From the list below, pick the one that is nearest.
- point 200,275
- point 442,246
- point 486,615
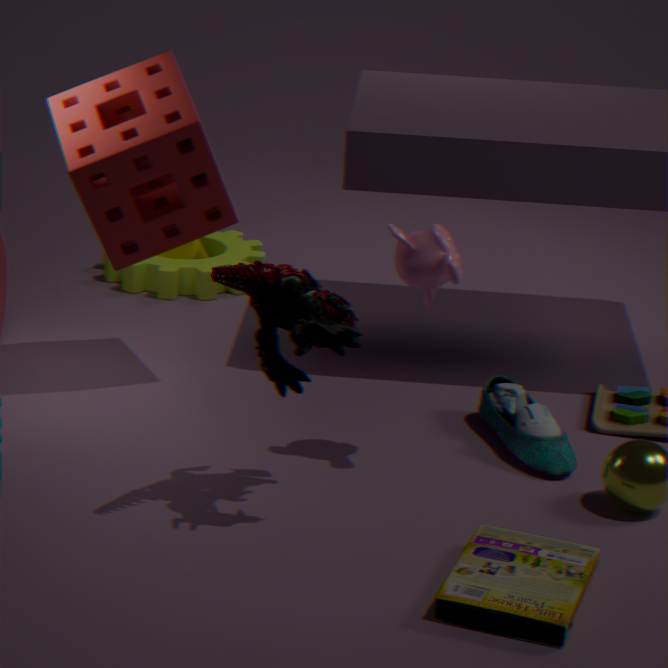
point 486,615
